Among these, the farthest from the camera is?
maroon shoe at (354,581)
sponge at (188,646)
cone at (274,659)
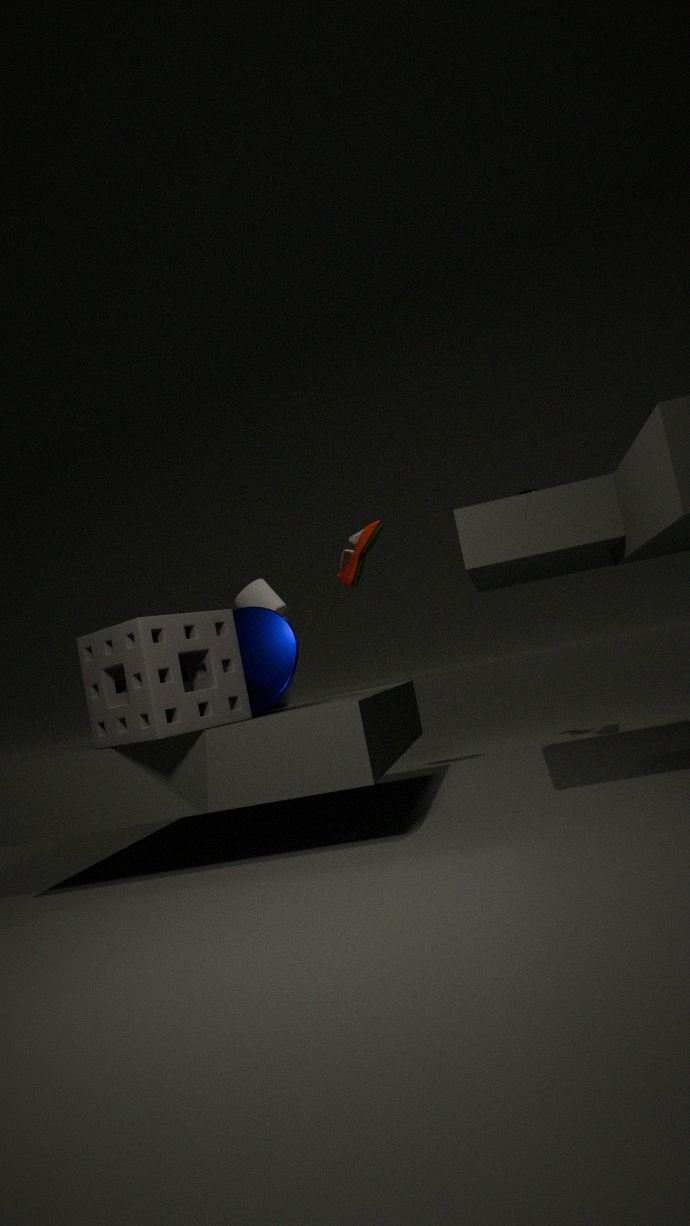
maroon shoe at (354,581)
